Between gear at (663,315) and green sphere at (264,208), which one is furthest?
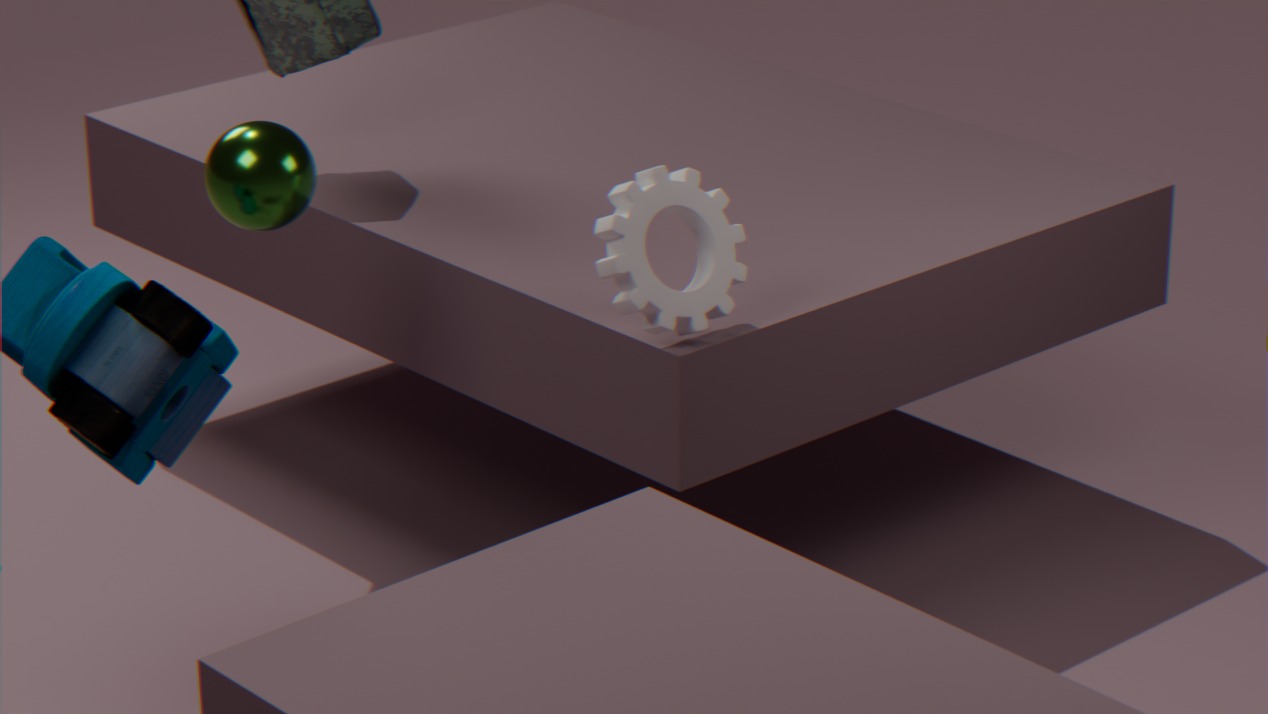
green sphere at (264,208)
